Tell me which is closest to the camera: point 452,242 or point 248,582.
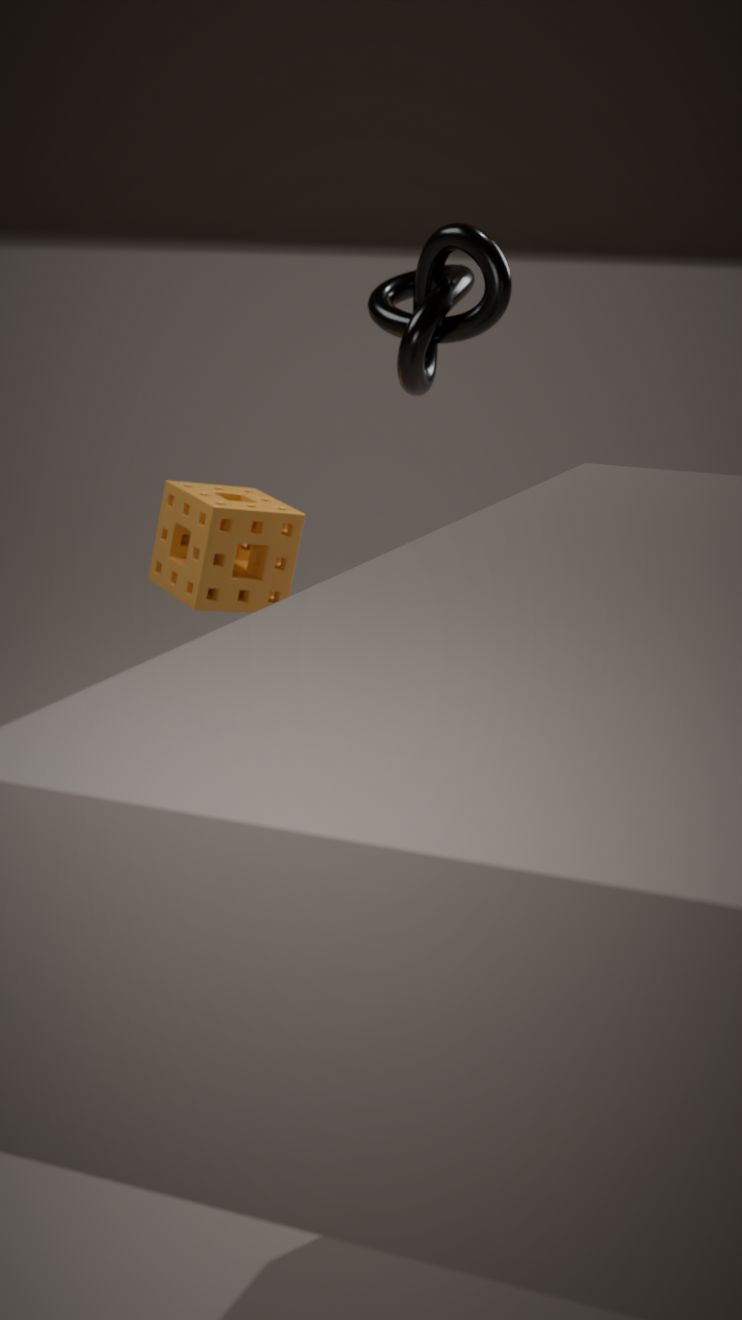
point 452,242
